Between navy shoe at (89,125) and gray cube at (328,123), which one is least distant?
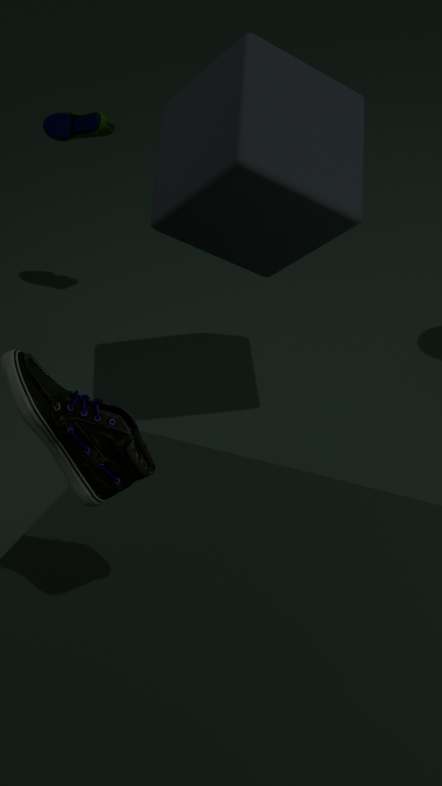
gray cube at (328,123)
